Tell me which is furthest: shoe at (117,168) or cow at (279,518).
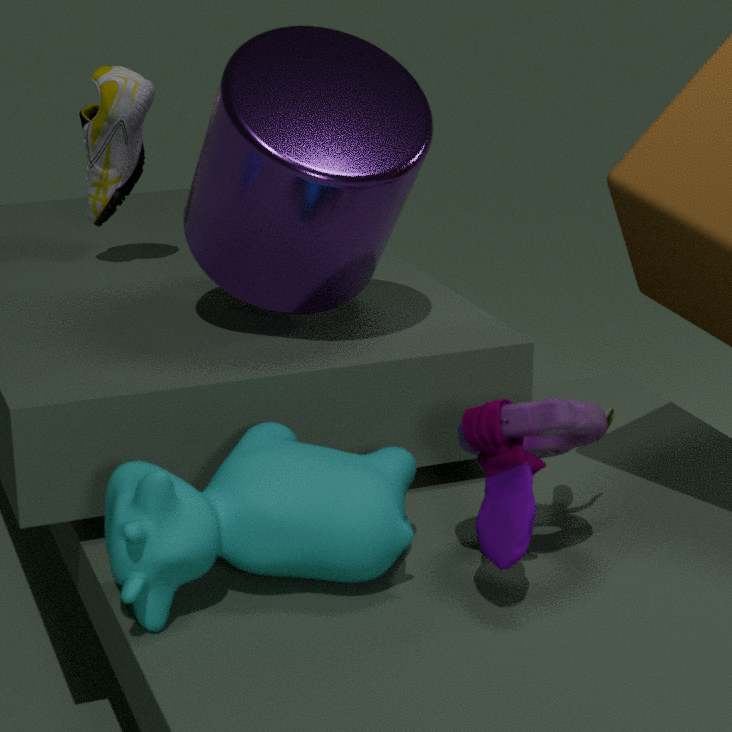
shoe at (117,168)
